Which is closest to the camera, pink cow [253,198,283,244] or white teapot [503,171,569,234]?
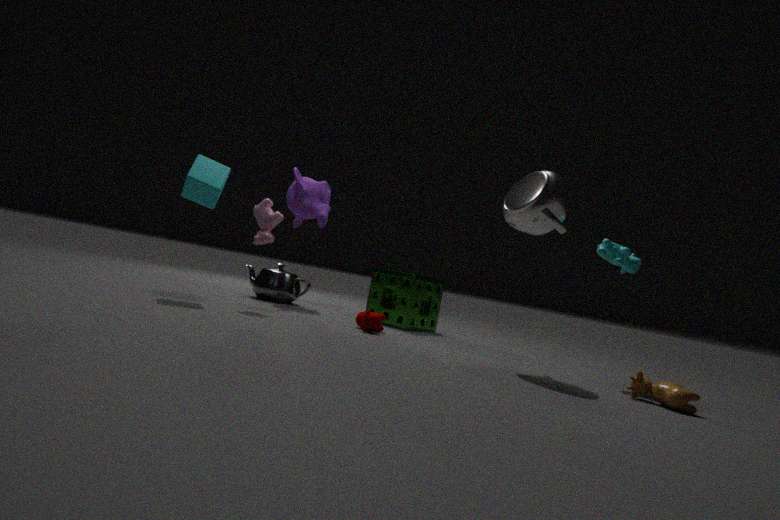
white teapot [503,171,569,234]
